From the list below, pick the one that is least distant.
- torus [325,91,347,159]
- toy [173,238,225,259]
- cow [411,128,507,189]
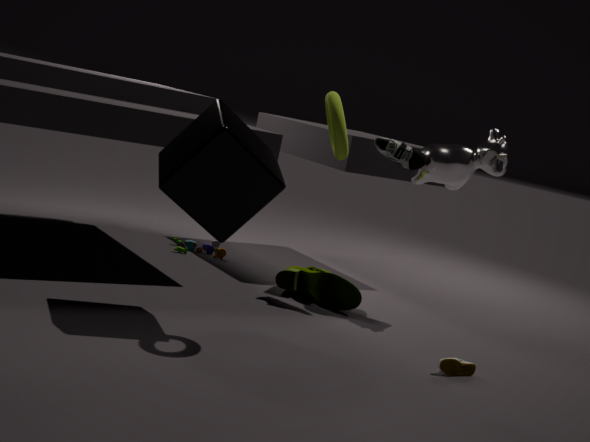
torus [325,91,347,159]
